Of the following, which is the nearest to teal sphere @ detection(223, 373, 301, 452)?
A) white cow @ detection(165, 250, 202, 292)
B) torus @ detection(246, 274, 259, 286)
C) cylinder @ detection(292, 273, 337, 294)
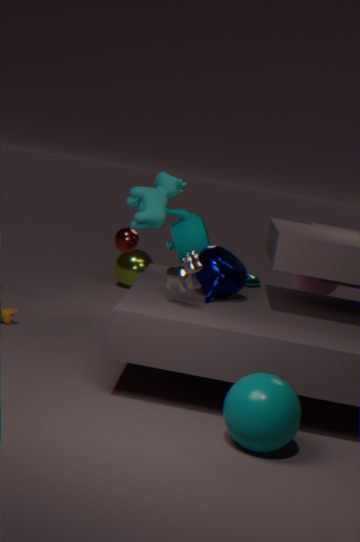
white cow @ detection(165, 250, 202, 292)
